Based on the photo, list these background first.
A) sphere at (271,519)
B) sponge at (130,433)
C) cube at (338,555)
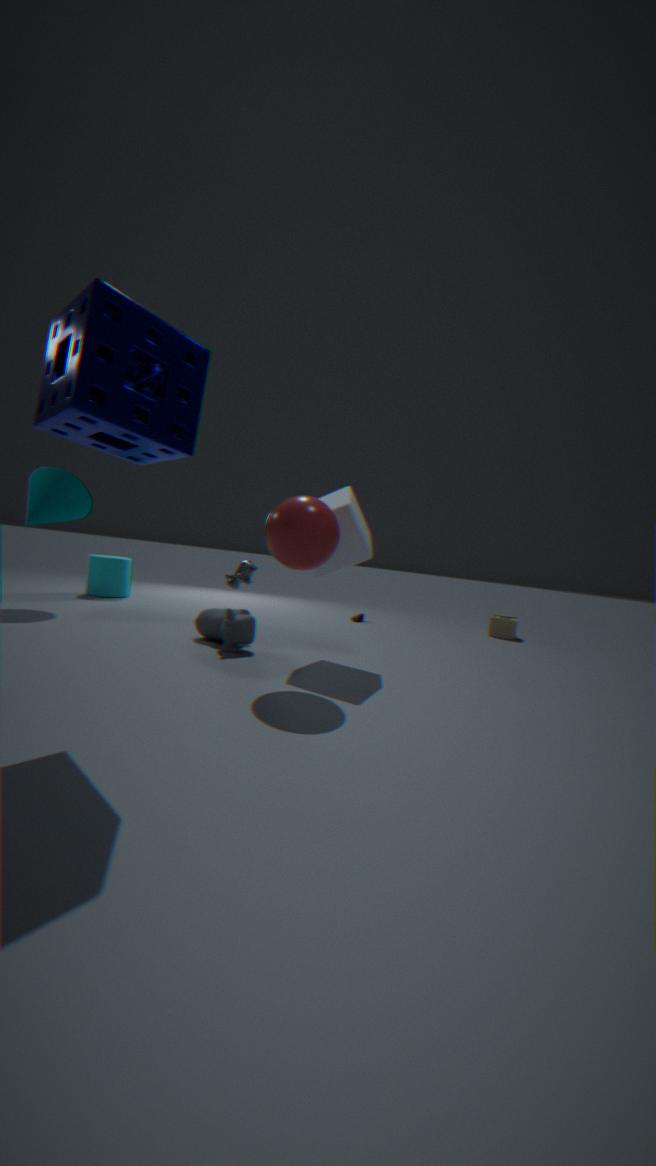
cube at (338,555)
sphere at (271,519)
sponge at (130,433)
